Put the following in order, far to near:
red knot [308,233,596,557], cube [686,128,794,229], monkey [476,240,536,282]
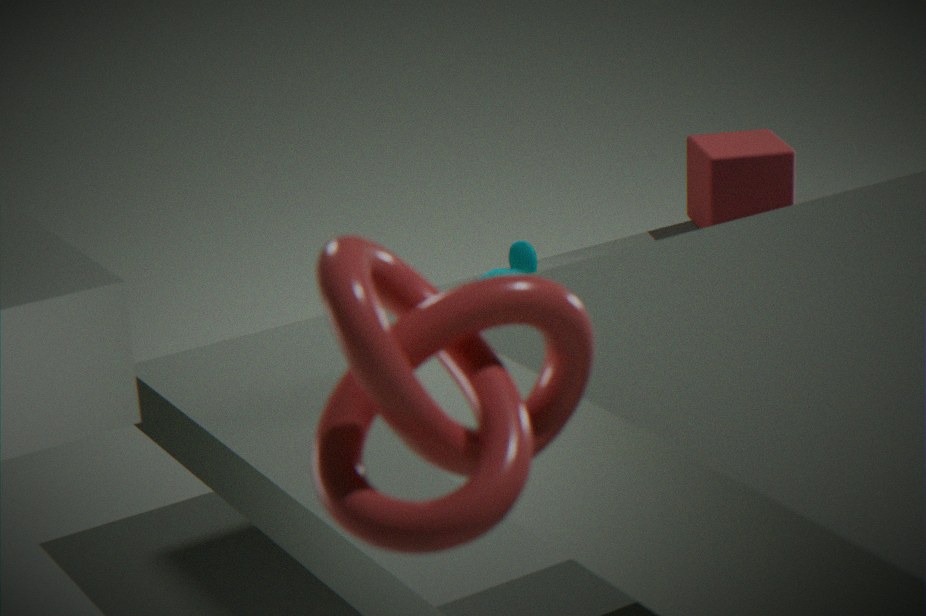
cube [686,128,794,229], monkey [476,240,536,282], red knot [308,233,596,557]
